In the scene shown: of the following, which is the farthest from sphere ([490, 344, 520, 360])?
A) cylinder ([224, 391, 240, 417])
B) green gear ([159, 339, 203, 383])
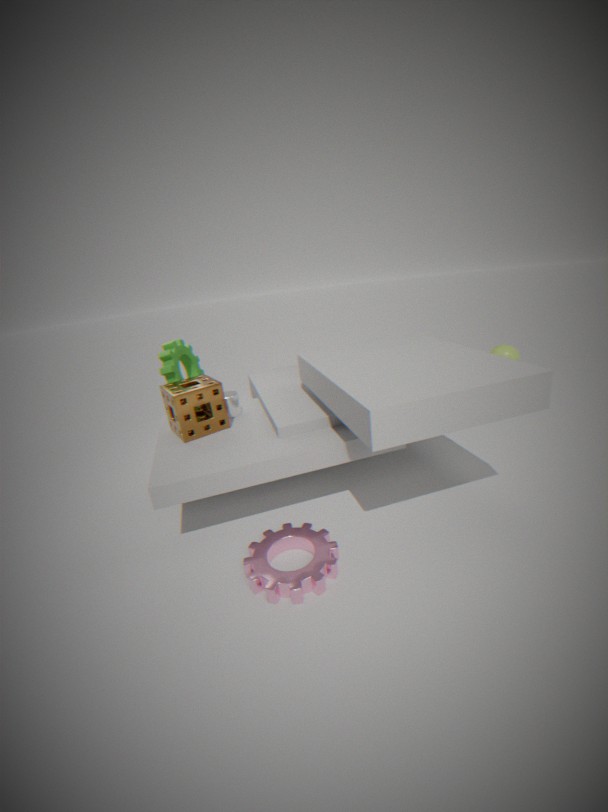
green gear ([159, 339, 203, 383])
